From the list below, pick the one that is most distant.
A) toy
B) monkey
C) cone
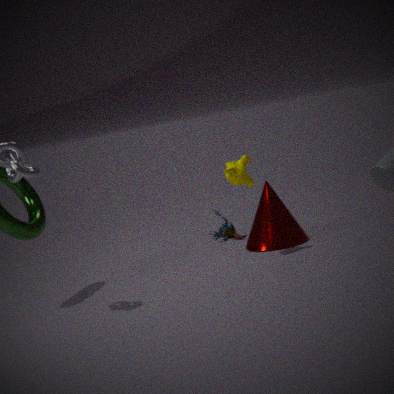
toy
